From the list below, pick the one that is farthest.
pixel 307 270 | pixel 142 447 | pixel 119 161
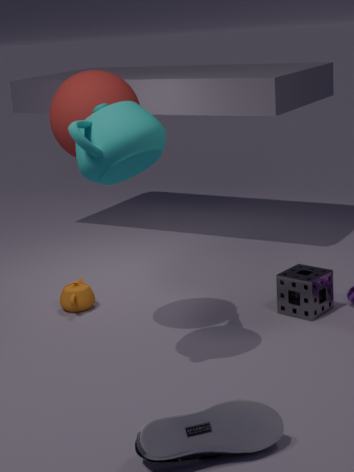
pixel 307 270
